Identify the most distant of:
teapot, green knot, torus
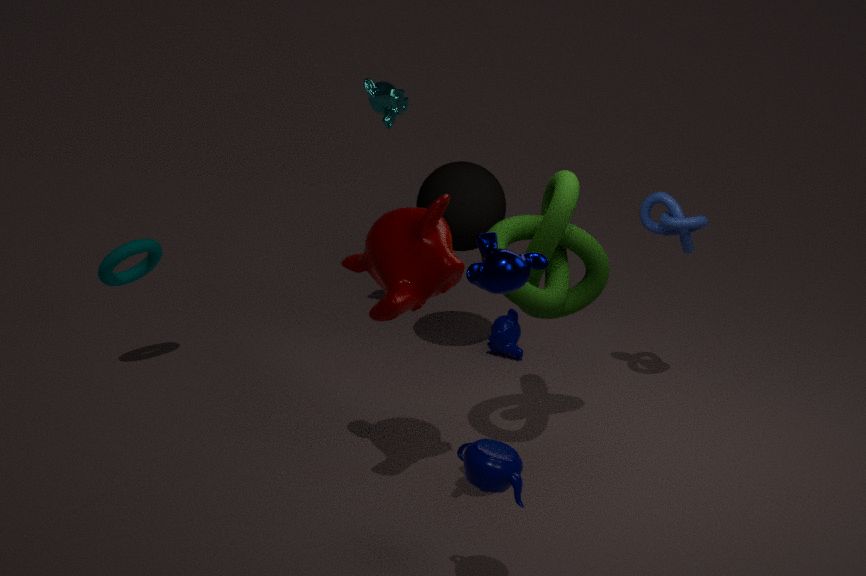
torus
